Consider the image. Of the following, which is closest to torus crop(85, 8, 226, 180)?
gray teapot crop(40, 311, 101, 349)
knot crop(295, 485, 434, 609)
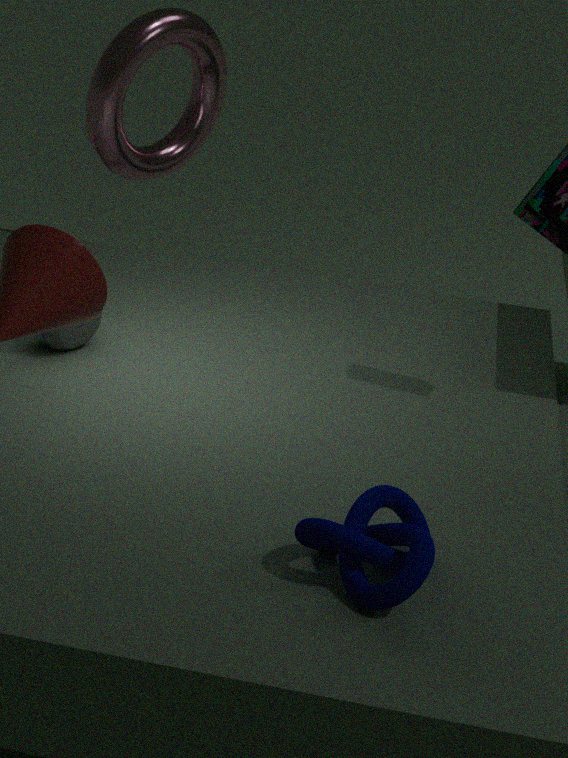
gray teapot crop(40, 311, 101, 349)
